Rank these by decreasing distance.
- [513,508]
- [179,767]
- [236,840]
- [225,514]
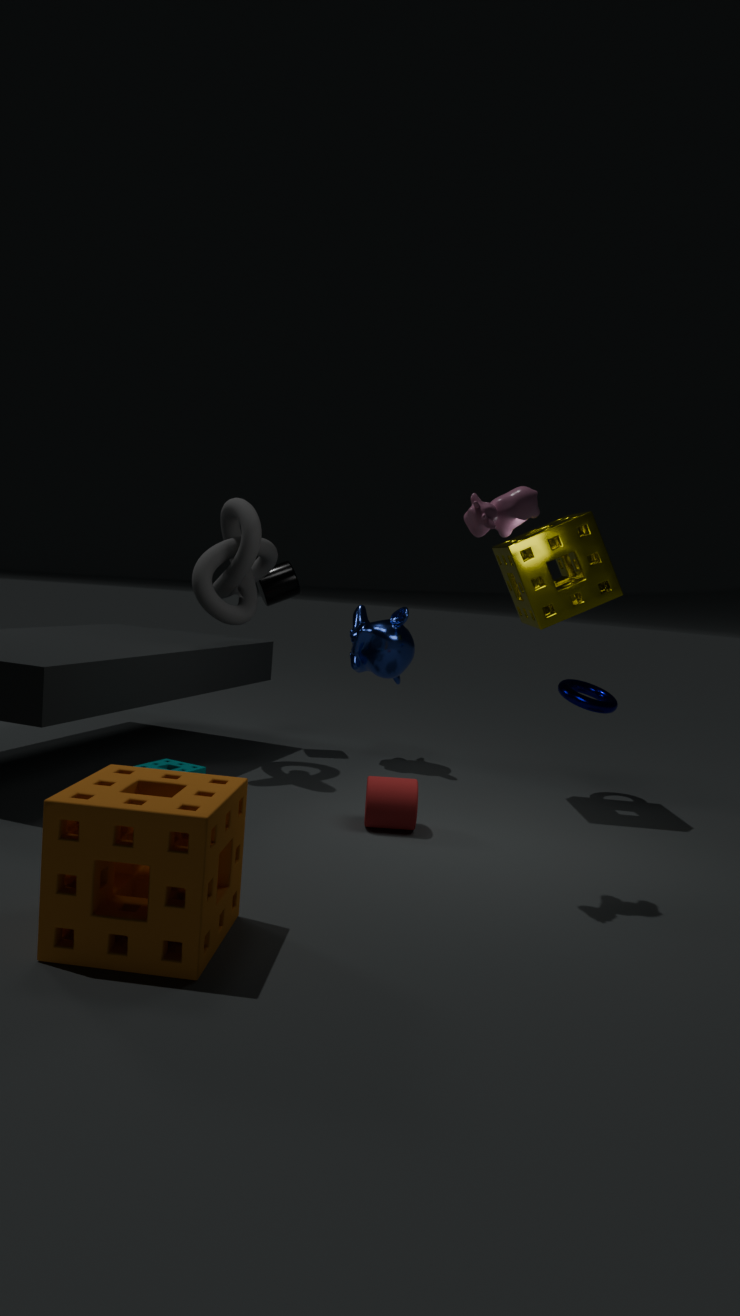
[225,514] < [179,767] < [513,508] < [236,840]
